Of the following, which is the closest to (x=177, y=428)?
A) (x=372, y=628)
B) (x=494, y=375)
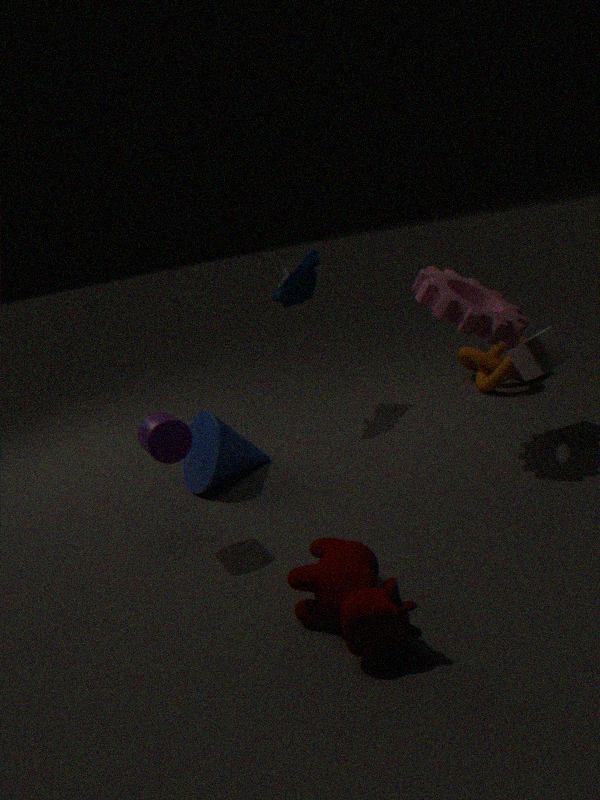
(x=372, y=628)
